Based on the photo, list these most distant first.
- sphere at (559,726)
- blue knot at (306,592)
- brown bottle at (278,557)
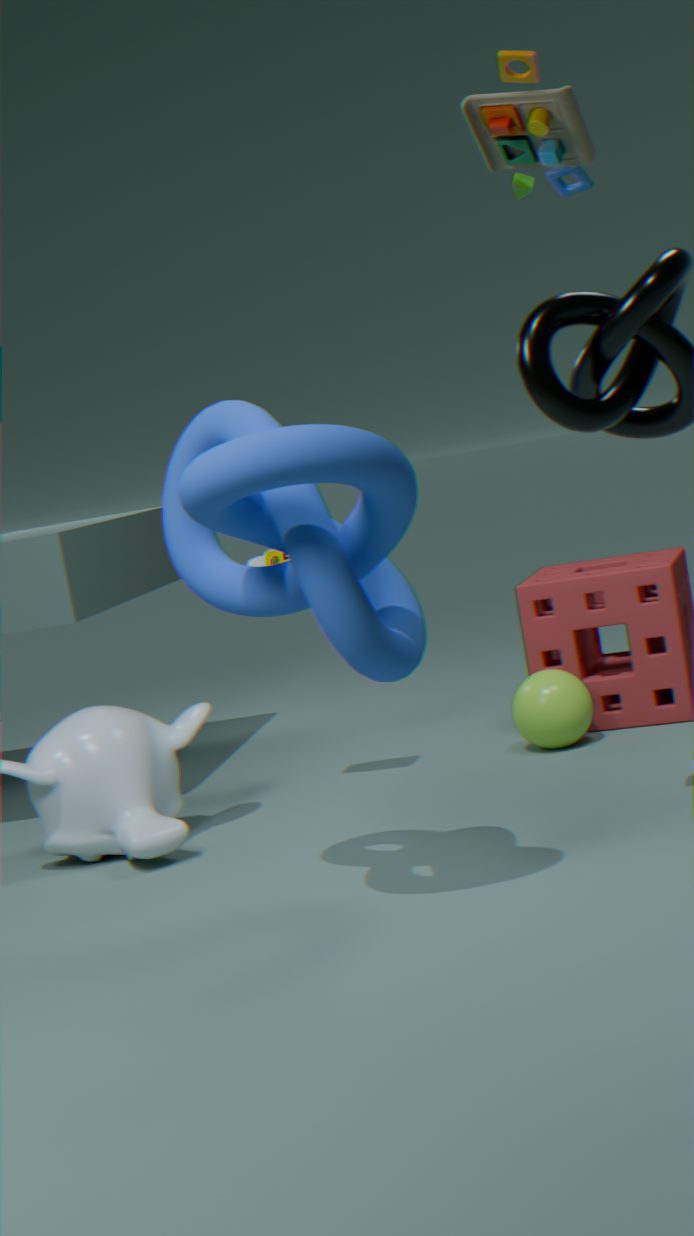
sphere at (559,726), brown bottle at (278,557), blue knot at (306,592)
